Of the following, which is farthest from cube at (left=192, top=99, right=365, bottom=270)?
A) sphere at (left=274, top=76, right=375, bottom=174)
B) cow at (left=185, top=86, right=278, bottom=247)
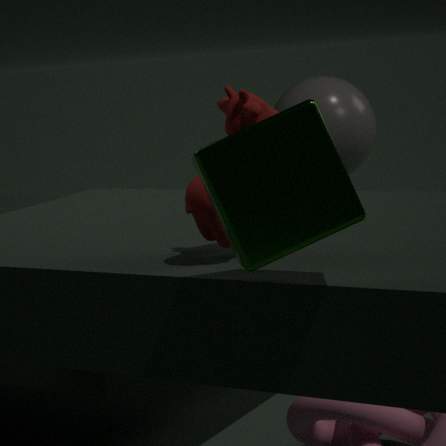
sphere at (left=274, top=76, right=375, bottom=174)
